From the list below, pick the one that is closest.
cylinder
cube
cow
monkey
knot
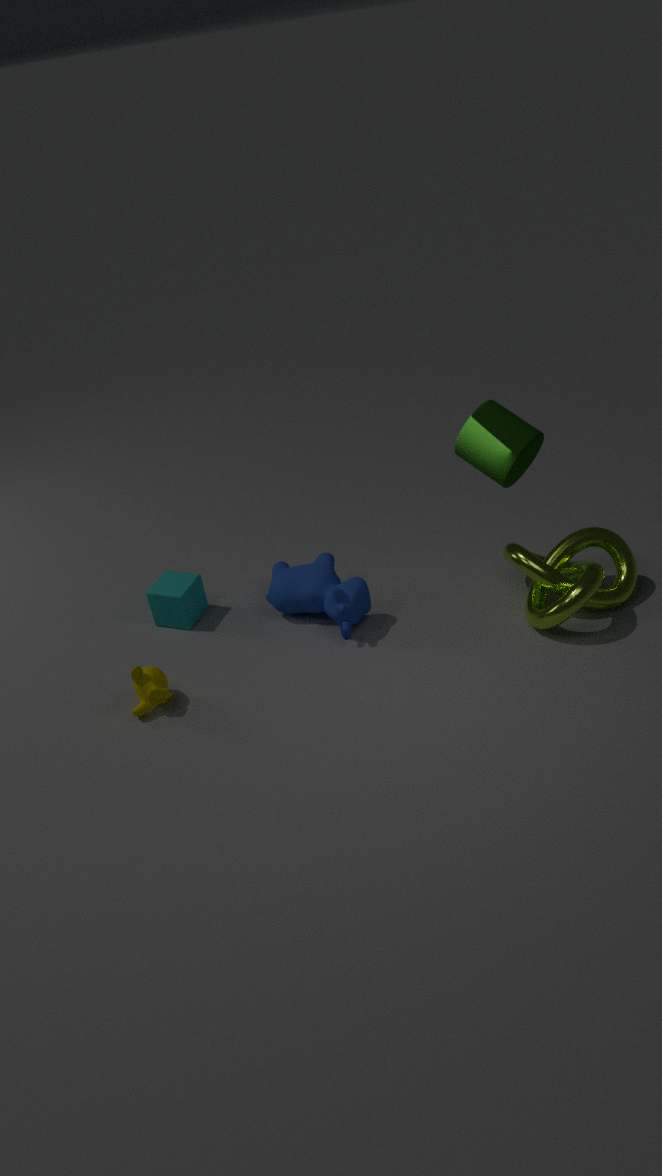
cylinder
